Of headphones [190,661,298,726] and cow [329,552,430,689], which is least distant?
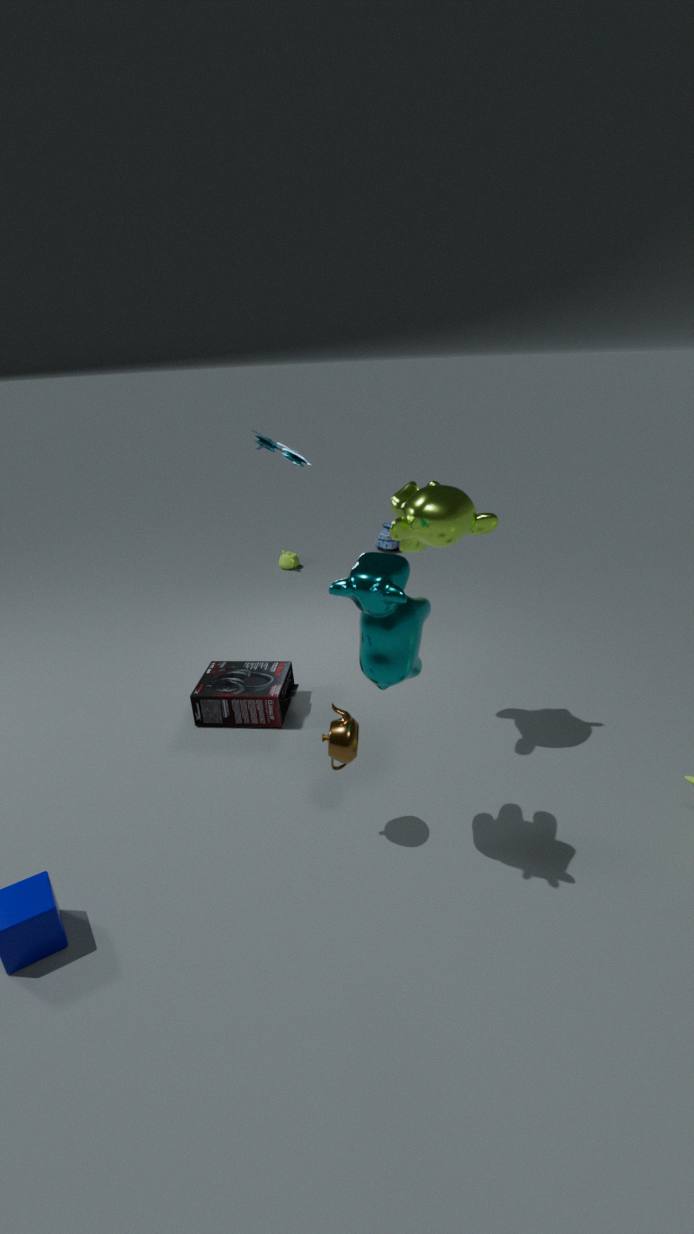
cow [329,552,430,689]
